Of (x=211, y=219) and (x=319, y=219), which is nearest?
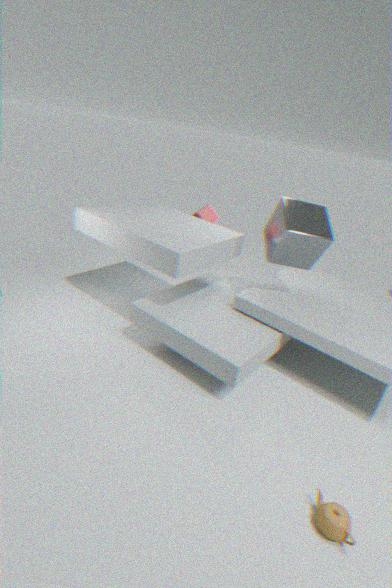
(x=319, y=219)
